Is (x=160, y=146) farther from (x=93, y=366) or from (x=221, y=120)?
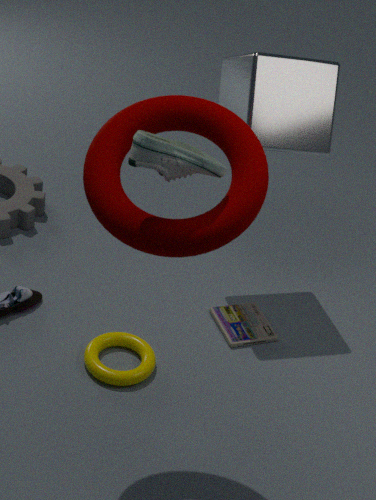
(x=93, y=366)
